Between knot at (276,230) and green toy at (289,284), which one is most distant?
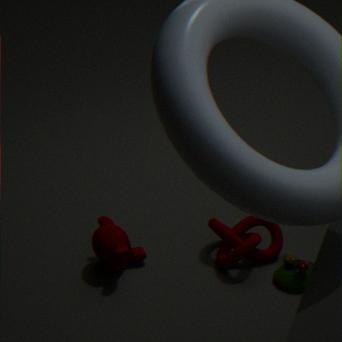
knot at (276,230)
